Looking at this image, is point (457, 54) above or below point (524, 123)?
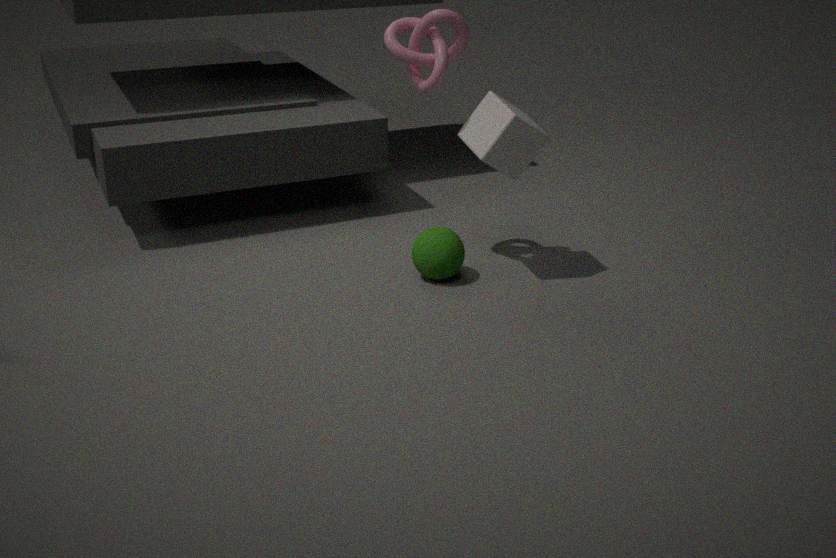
above
